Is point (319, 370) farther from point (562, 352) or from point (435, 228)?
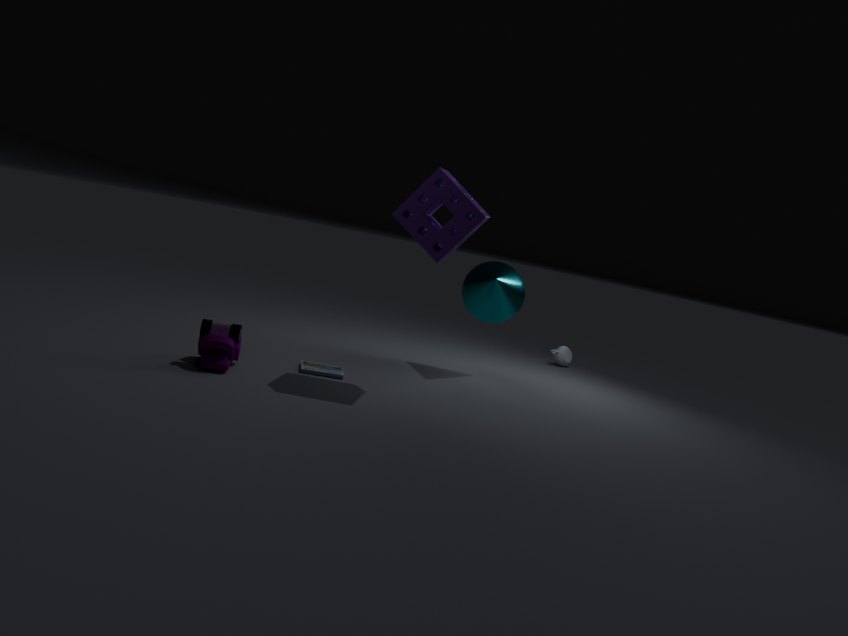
point (562, 352)
